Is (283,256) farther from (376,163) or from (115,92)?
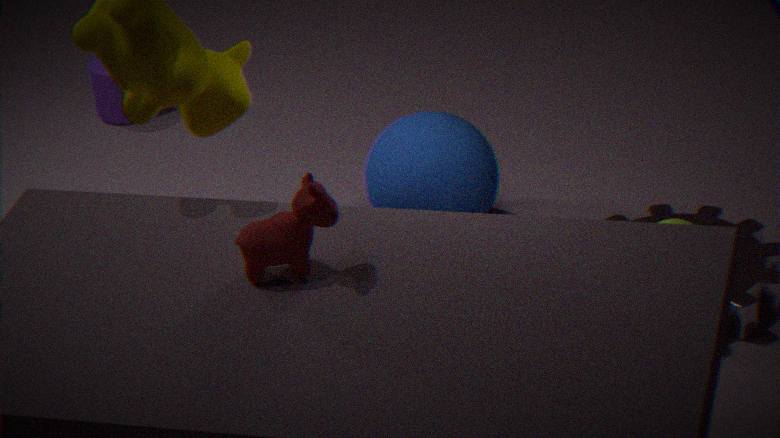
(115,92)
